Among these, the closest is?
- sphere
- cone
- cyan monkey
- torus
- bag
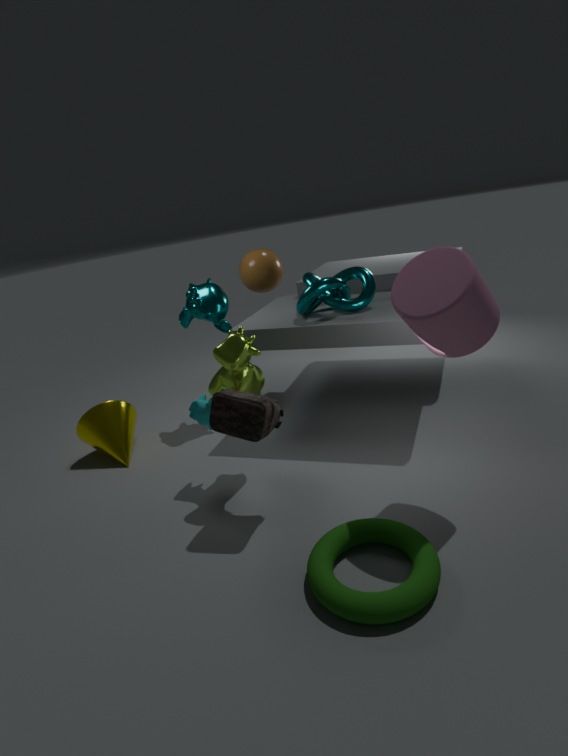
torus
